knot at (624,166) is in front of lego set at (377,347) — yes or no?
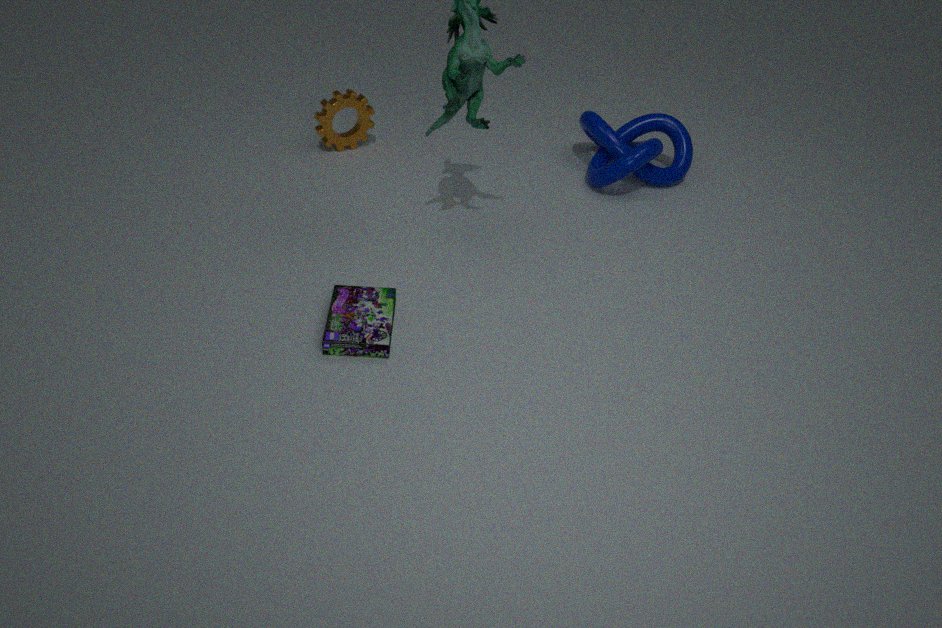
No
